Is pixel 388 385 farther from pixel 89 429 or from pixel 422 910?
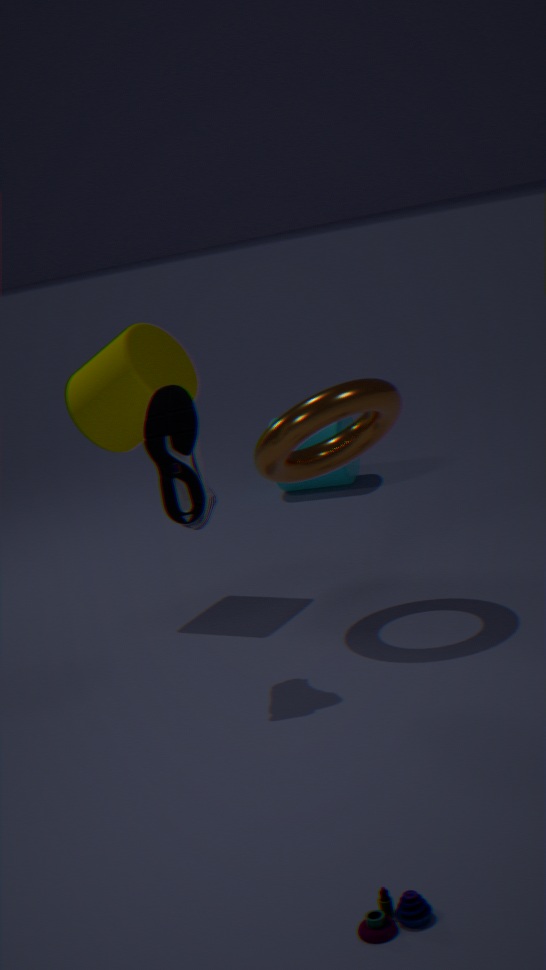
pixel 422 910
